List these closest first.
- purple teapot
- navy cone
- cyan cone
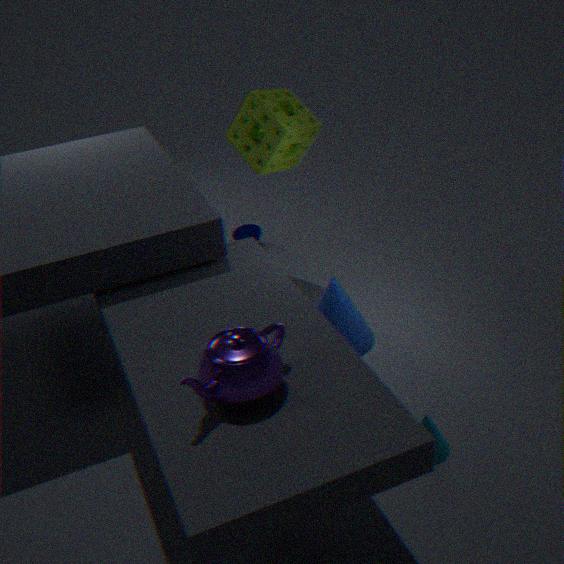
purple teapot → cyan cone → navy cone
